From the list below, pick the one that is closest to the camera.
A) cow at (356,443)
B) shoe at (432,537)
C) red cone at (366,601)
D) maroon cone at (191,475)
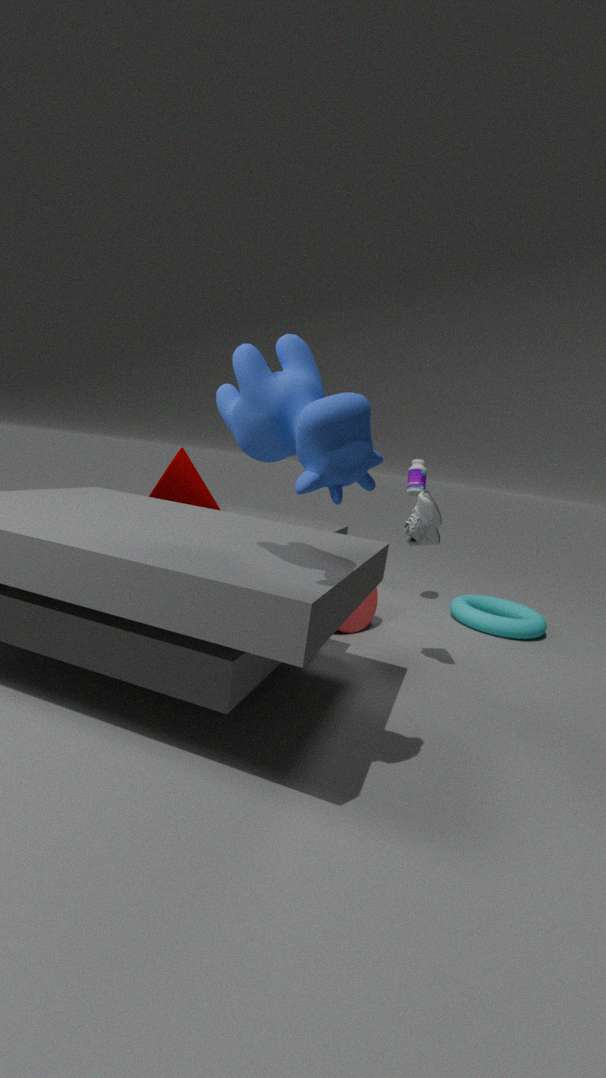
cow at (356,443)
